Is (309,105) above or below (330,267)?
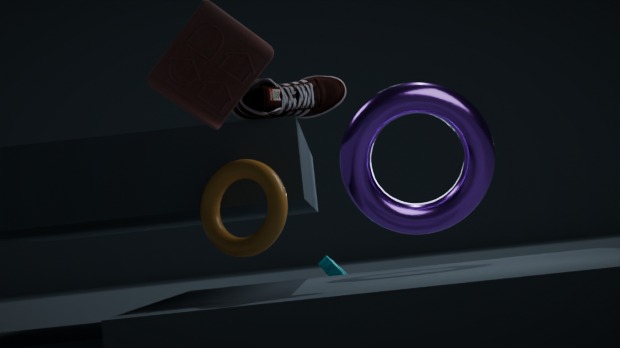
above
